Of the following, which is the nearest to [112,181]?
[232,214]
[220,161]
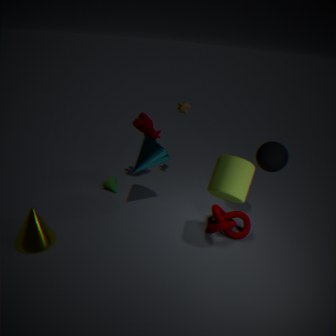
[232,214]
